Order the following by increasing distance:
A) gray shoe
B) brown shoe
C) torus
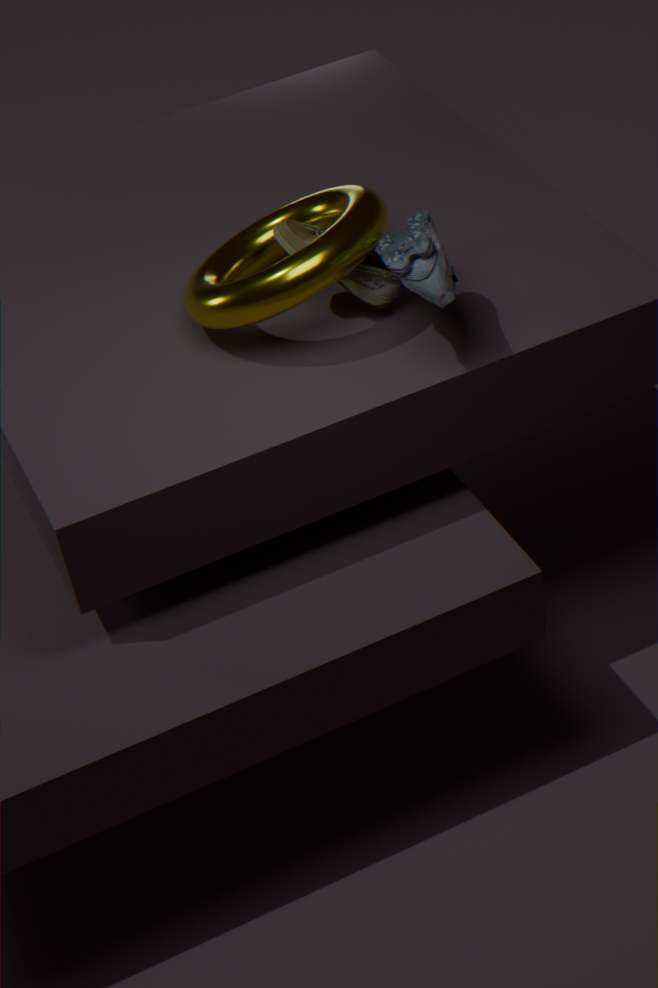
gray shoe, torus, brown shoe
